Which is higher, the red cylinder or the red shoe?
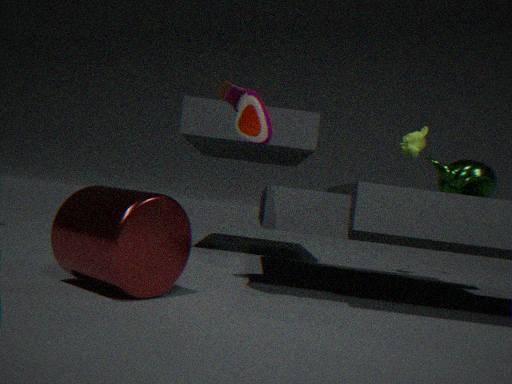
the red shoe
